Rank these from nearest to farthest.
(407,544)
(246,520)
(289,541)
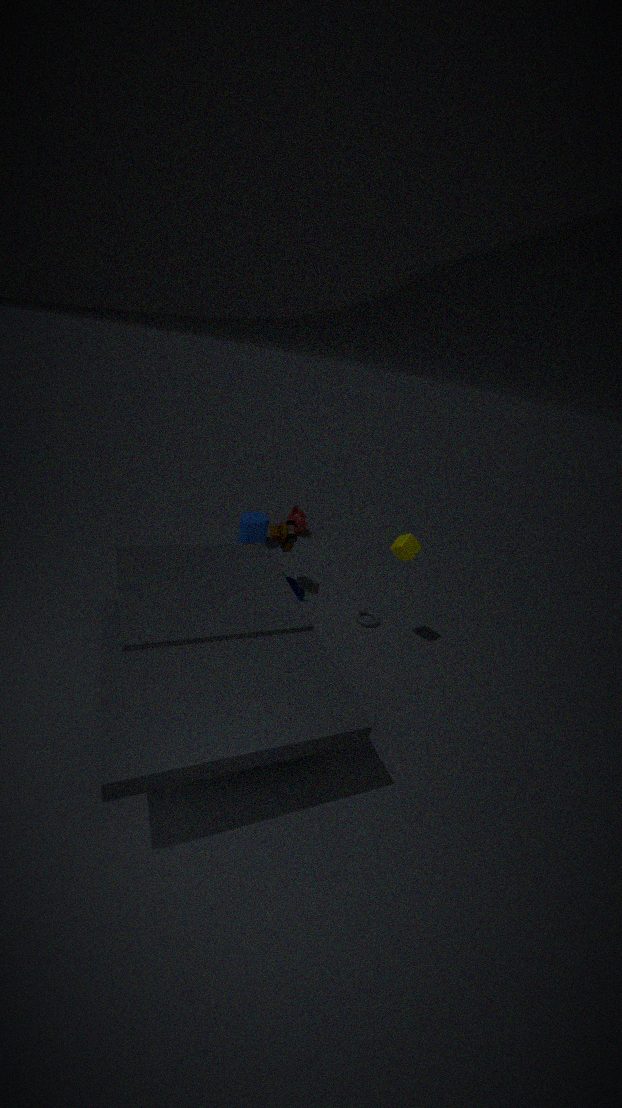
(407,544), (289,541), (246,520)
